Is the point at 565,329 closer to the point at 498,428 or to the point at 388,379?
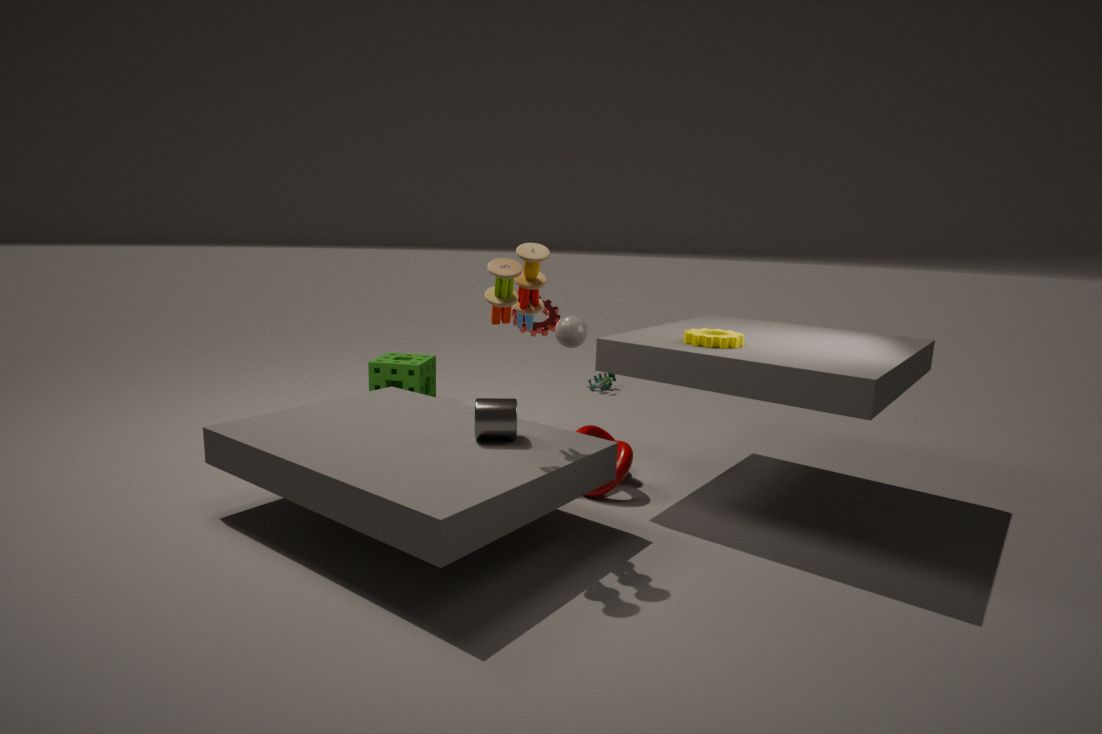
the point at 498,428
